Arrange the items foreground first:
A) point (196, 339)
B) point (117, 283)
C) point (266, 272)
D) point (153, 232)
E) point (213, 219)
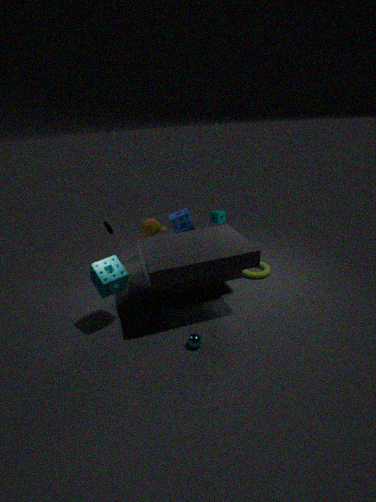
point (196, 339) < point (117, 283) < point (153, 232) < point (213, 219) < point (266, 272)
